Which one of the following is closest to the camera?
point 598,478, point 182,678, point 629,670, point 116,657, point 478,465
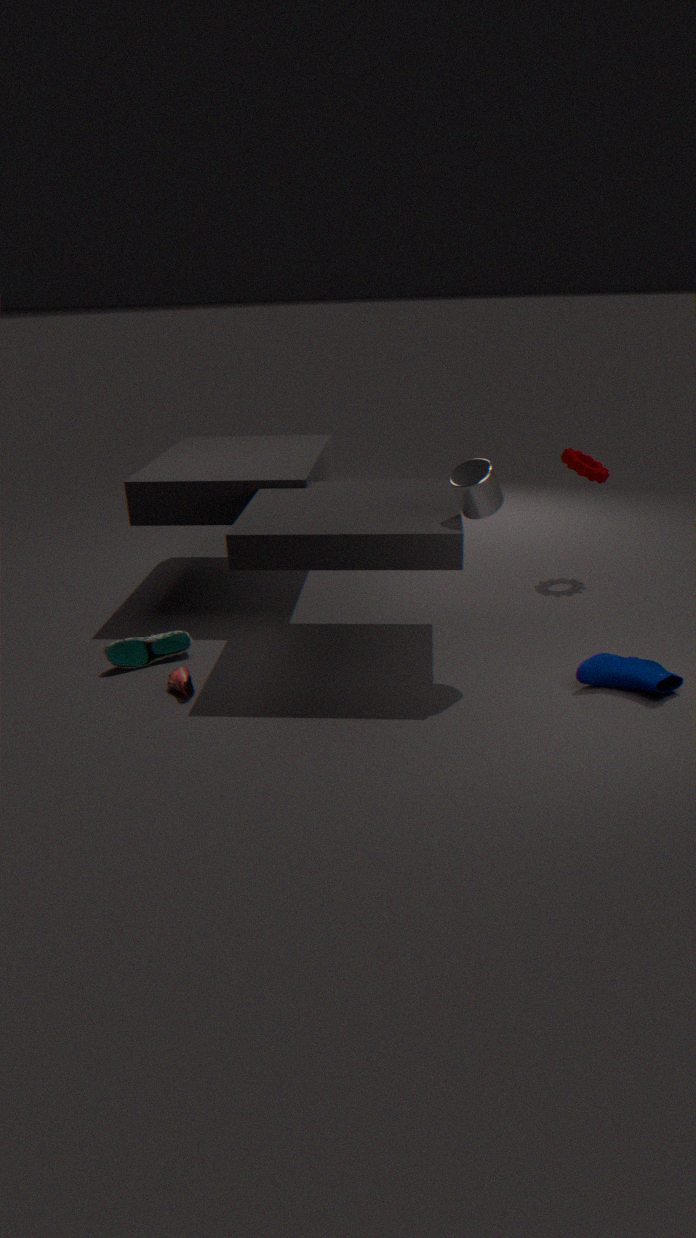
point 478,465
